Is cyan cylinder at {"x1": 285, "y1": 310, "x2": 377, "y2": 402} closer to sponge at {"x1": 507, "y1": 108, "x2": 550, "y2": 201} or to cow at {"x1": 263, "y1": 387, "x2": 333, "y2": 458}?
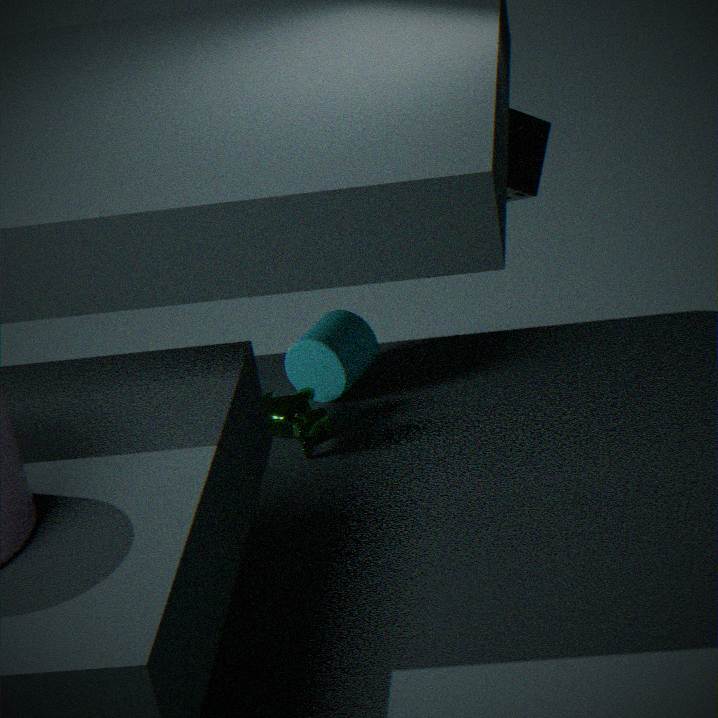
cow at {"x1": 263, "y1": 387, "x2": 333, "y2": 458}
